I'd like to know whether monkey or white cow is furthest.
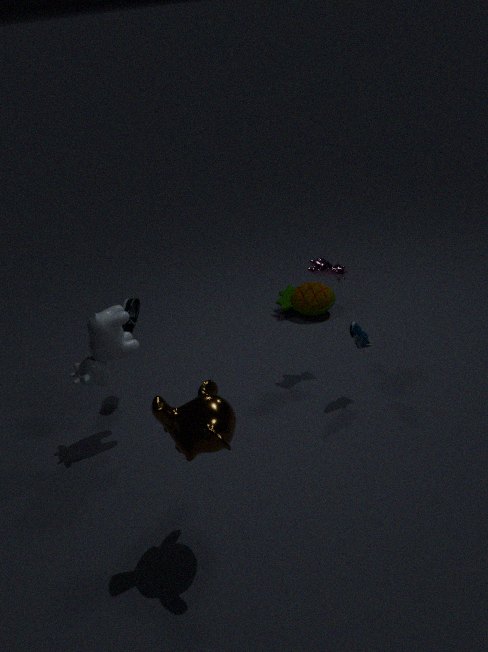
white cow
